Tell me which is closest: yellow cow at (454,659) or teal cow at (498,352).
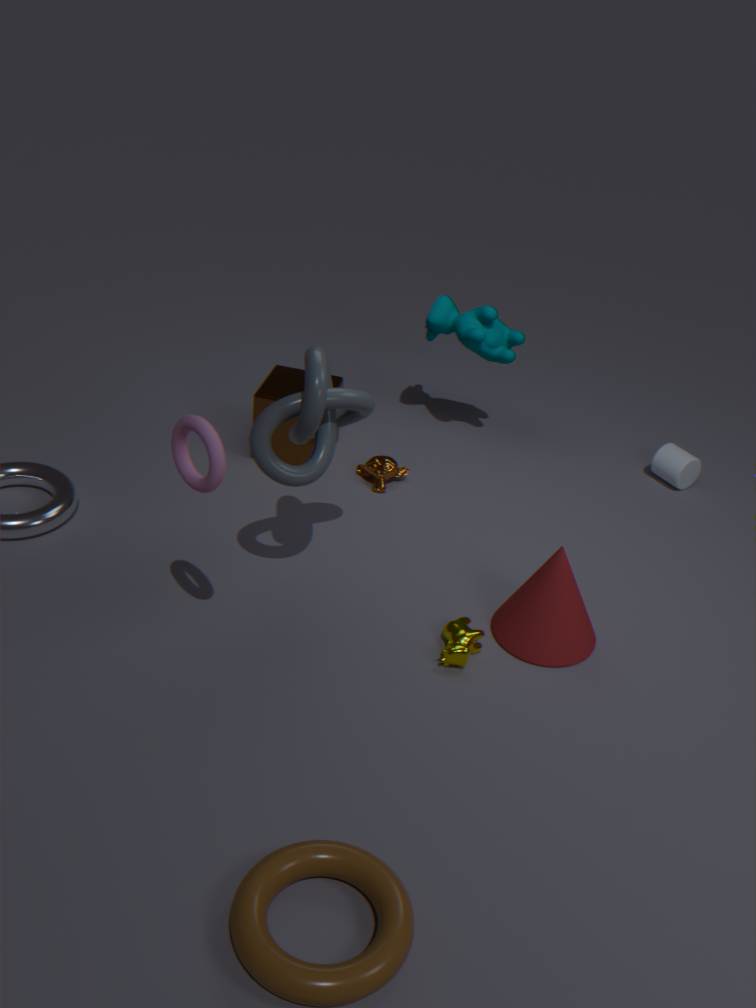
yellow cow at (454,659)
